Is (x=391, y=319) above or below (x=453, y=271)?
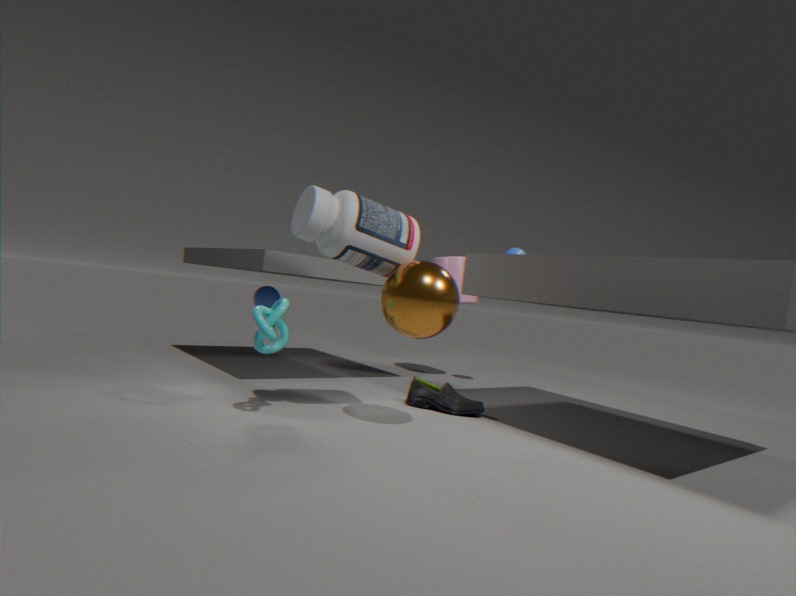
below
